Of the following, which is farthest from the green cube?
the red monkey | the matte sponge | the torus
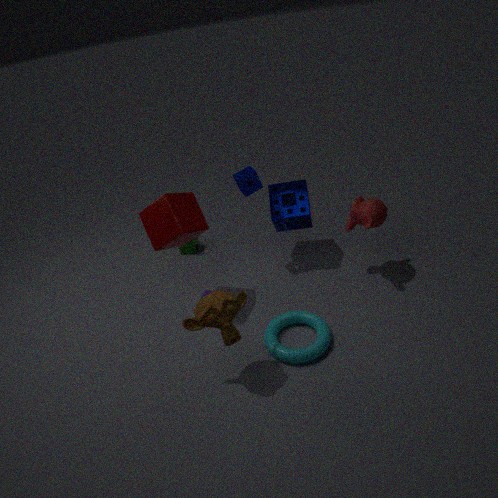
the red monkey
